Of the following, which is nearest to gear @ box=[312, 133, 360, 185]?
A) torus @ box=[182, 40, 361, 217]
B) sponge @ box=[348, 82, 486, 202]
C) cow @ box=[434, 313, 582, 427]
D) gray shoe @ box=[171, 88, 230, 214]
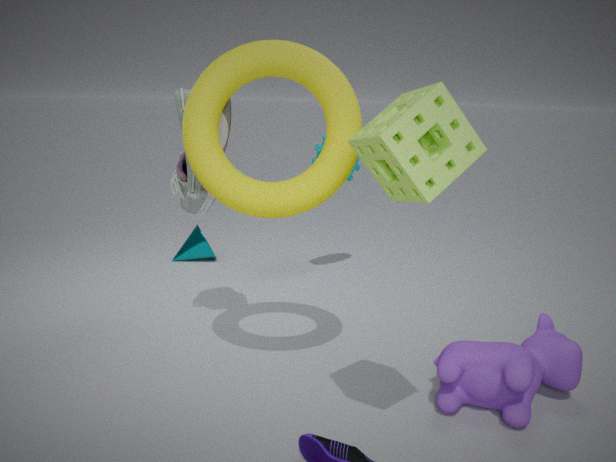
gray shoe @ box=[171, 88, 230, 214]
